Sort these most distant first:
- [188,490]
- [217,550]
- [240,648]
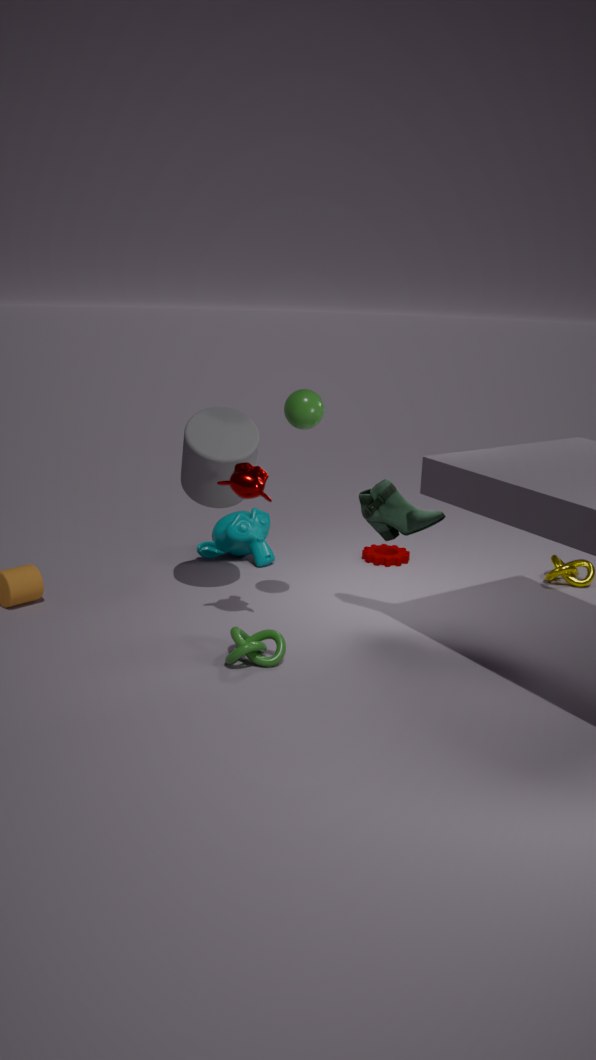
[217,550], [188,490], [240,648]
